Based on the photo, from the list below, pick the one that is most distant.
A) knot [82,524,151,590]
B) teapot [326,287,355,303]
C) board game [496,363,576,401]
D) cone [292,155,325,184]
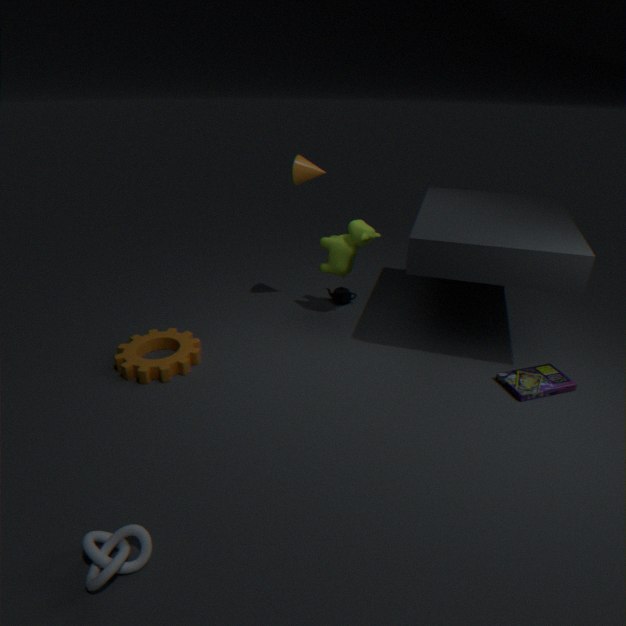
teapot [326,287,355,303]
